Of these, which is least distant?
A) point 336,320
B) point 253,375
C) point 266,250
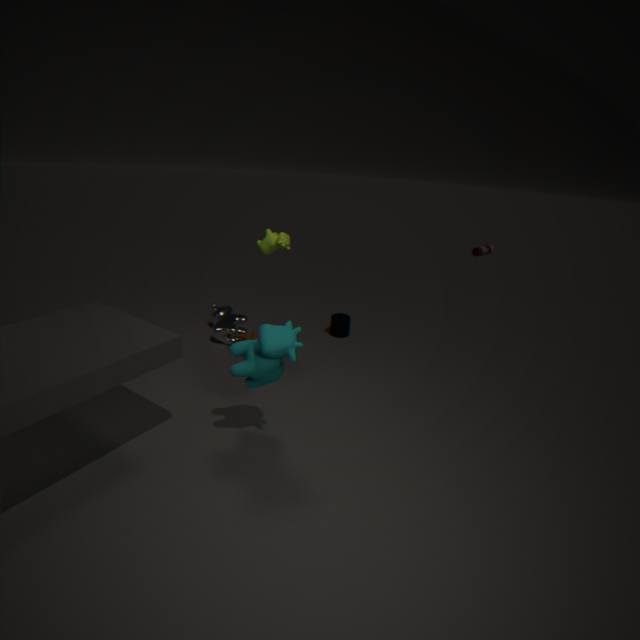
point 253,375
